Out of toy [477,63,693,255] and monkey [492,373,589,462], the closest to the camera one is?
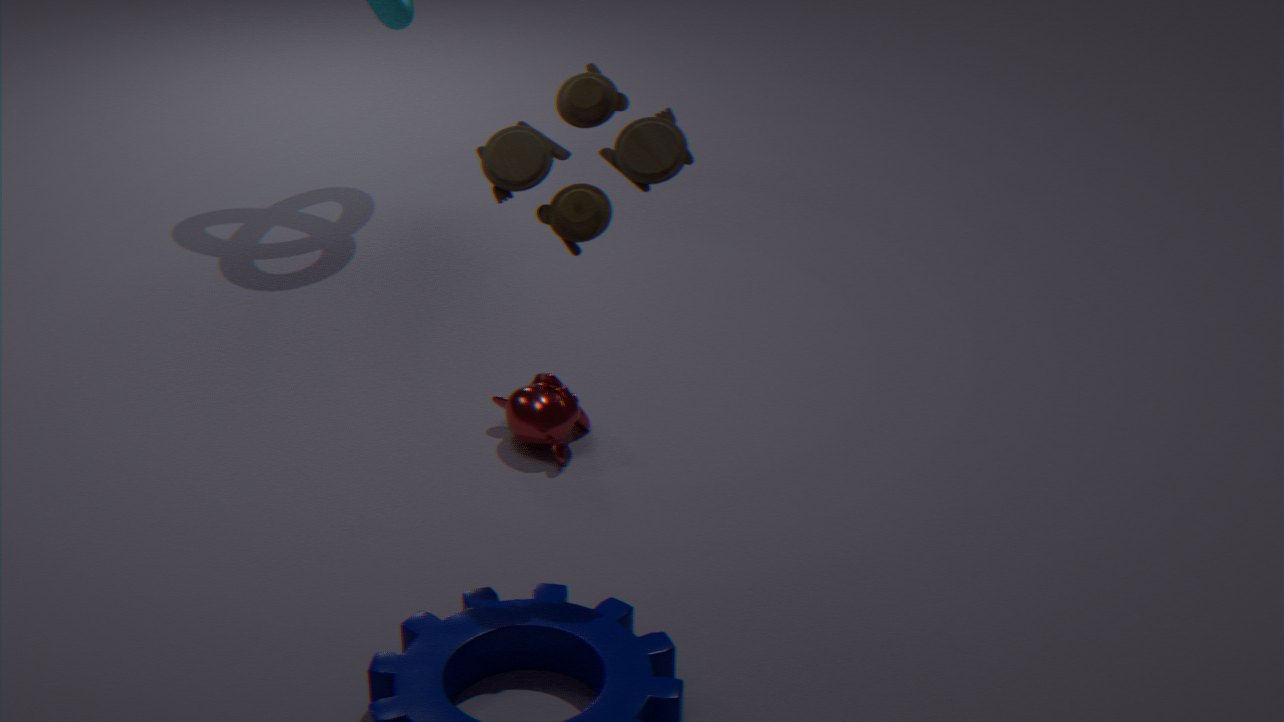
toy [477,63,693,255]
